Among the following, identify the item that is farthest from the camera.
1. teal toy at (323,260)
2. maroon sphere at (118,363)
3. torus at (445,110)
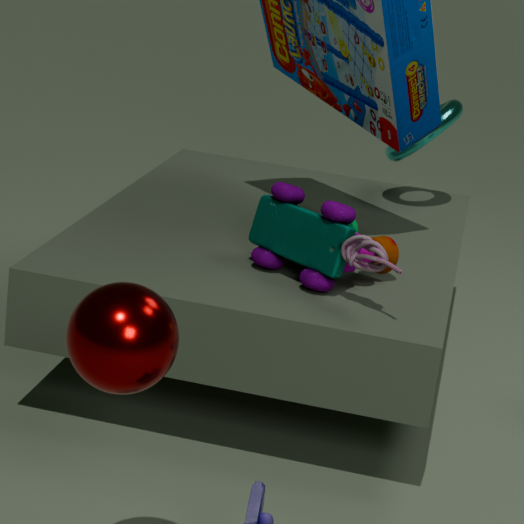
torus at (445,110)
